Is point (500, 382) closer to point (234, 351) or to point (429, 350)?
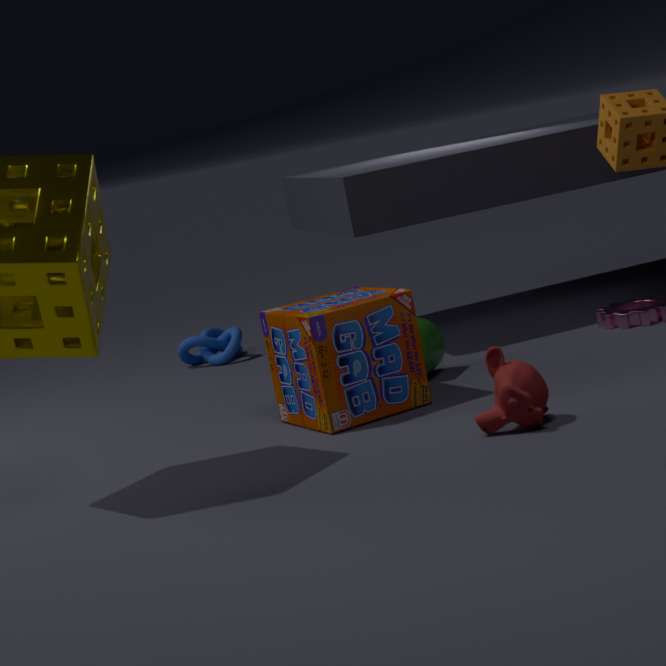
point (429, 350)
